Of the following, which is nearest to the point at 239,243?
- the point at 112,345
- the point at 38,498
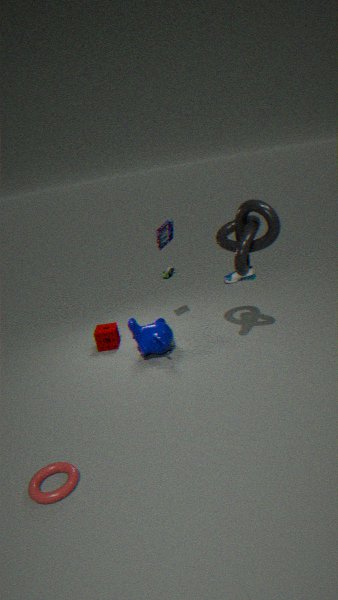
the point at 112,345
